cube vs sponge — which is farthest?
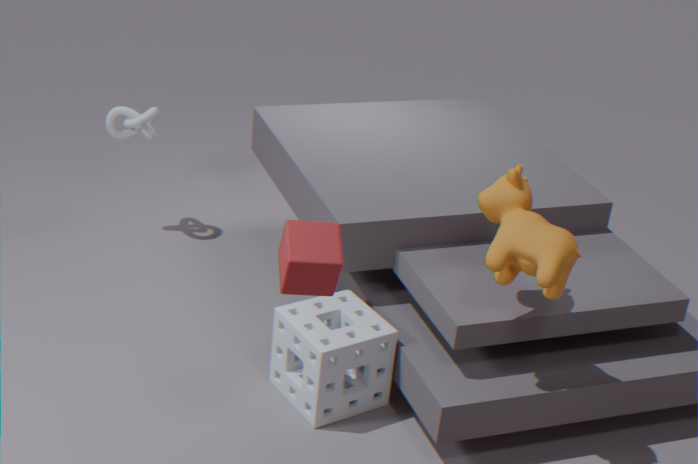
sponge
